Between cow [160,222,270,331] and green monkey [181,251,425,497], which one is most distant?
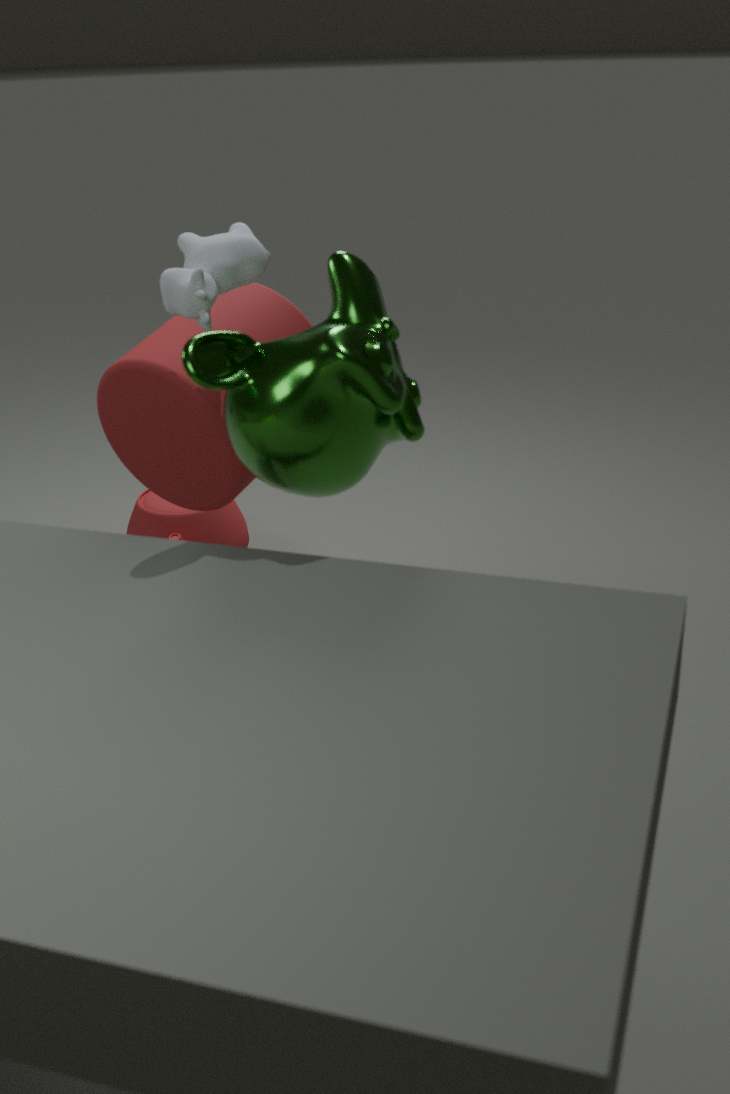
cow [160,222,270,331]
